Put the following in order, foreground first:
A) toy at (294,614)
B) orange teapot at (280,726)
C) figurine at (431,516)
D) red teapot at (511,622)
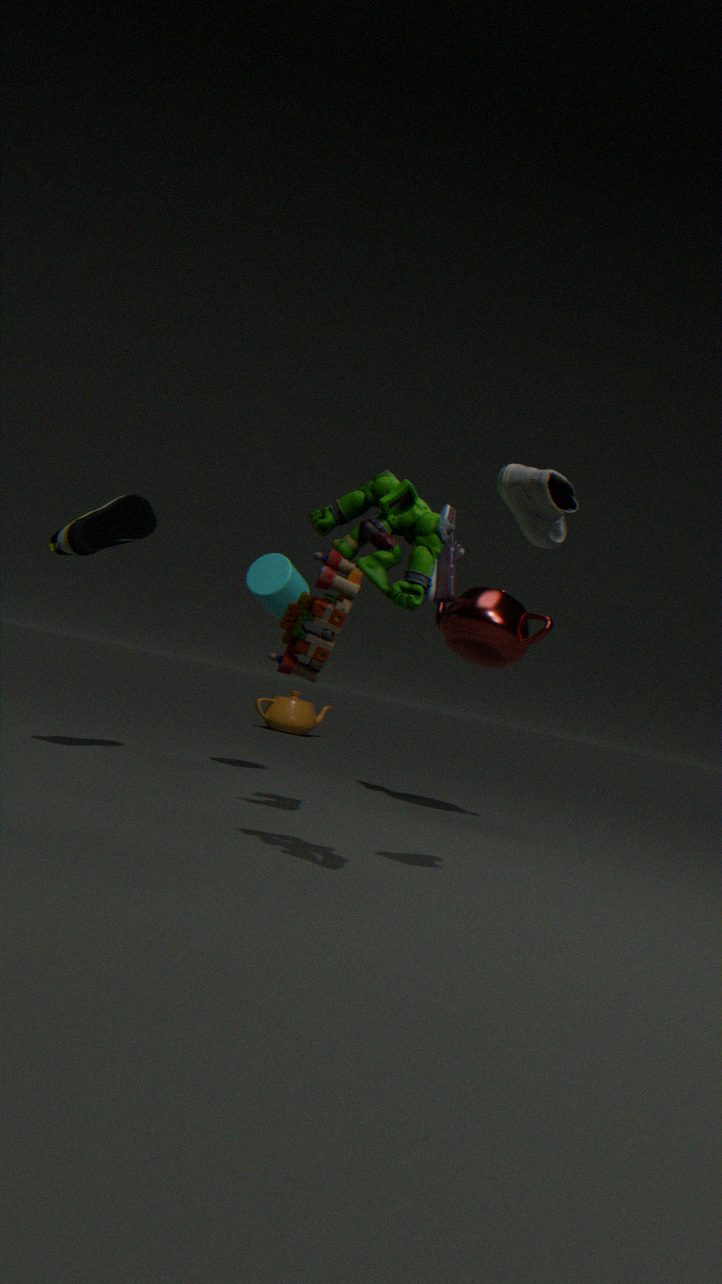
figurine at (431,516)
toy at (294,614)
red teapot at (511,622)
orange teapot at (280,726)
